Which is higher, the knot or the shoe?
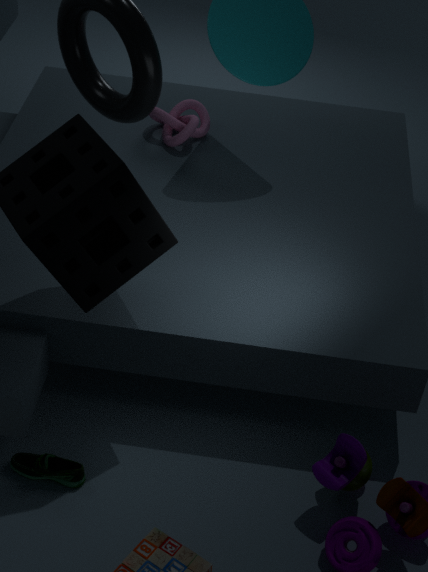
the knot
